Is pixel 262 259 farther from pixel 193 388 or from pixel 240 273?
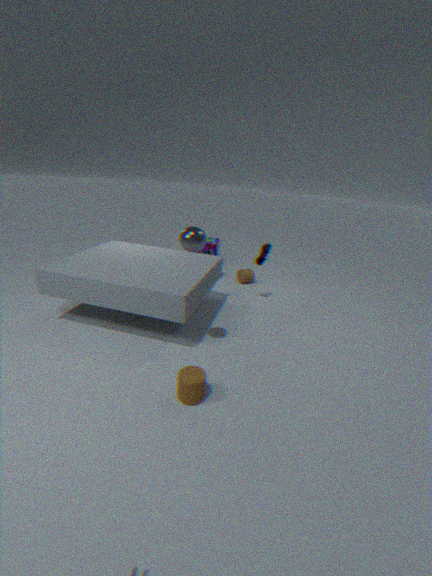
pixel 193 388
